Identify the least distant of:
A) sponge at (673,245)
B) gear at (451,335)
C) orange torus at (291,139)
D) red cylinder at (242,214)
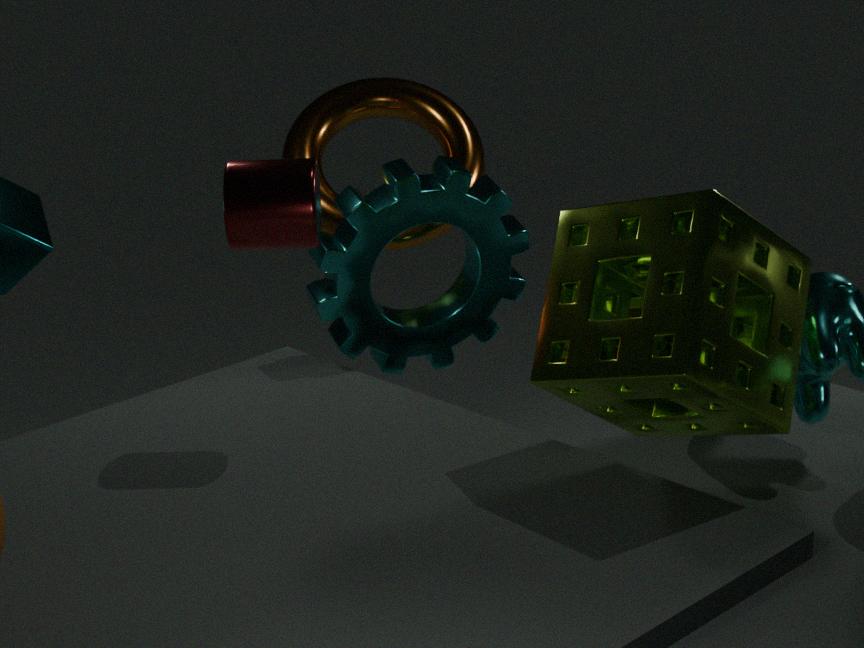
sponge at (673,245)
